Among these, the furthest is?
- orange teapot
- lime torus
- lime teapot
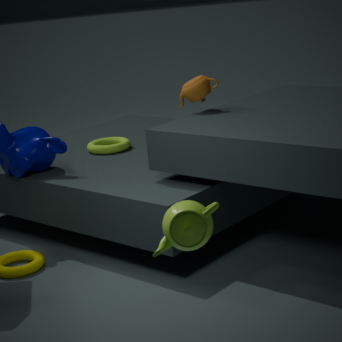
lime torus
